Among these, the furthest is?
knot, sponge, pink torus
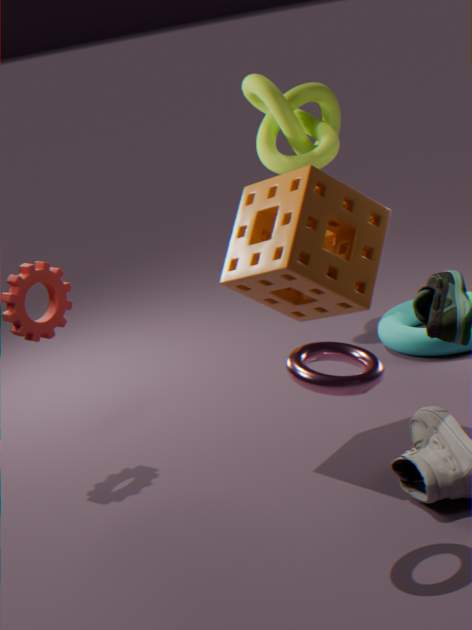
knot
